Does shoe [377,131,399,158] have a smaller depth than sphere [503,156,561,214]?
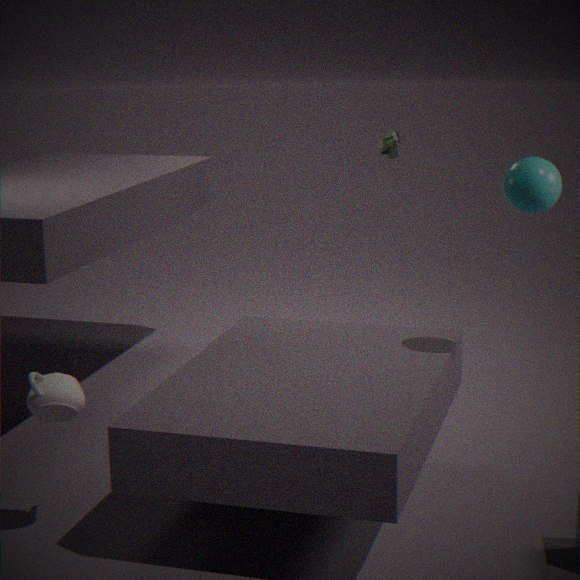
No
